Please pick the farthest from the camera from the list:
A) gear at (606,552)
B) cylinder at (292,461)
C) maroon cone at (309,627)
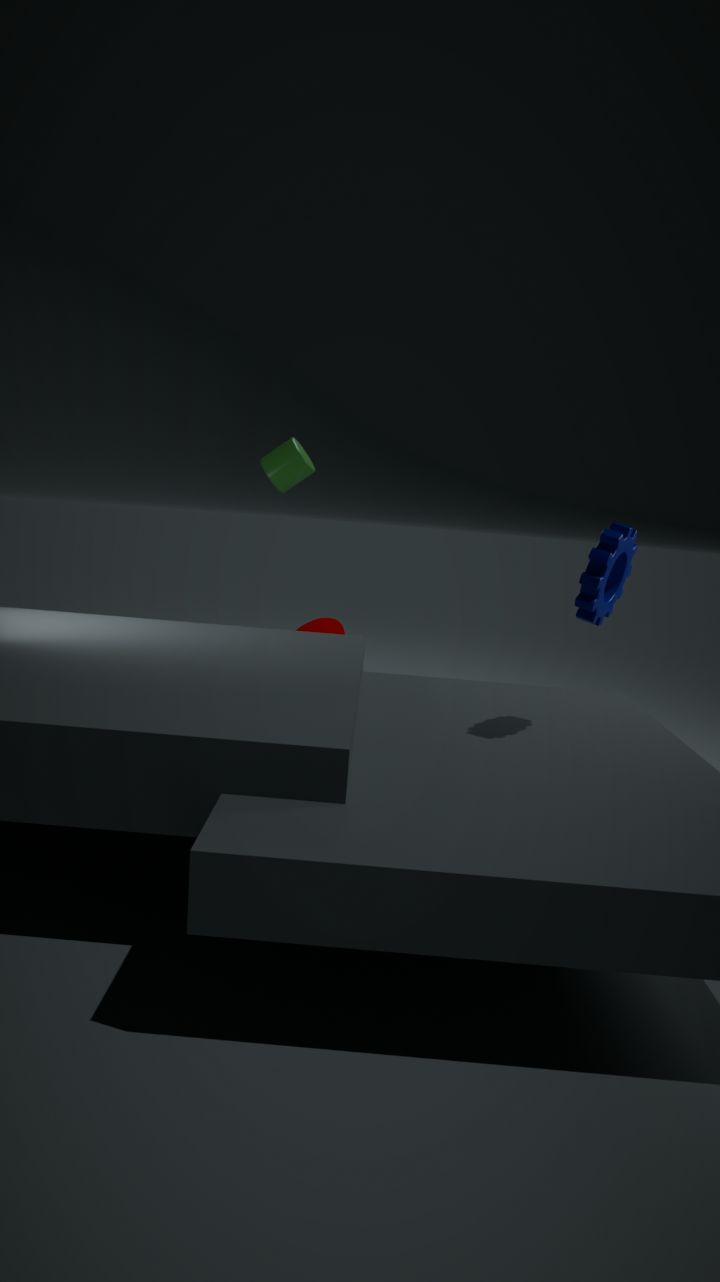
maroon cone at (309,627)
